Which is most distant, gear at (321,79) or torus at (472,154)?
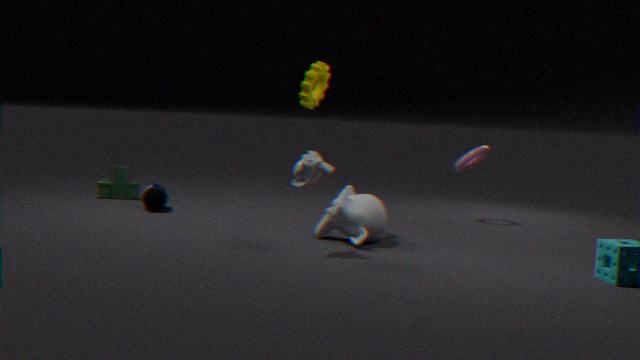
torus at (472,154)
